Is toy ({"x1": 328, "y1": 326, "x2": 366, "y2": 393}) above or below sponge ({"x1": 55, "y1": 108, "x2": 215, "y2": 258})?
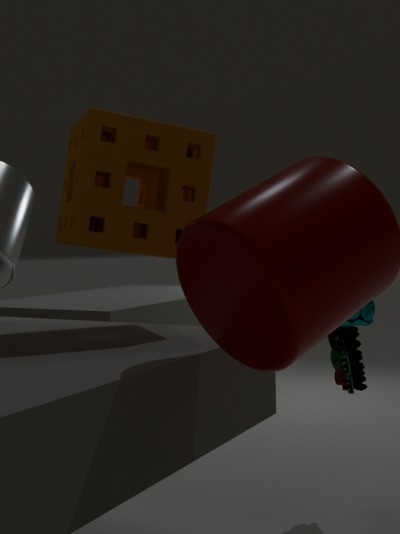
below
